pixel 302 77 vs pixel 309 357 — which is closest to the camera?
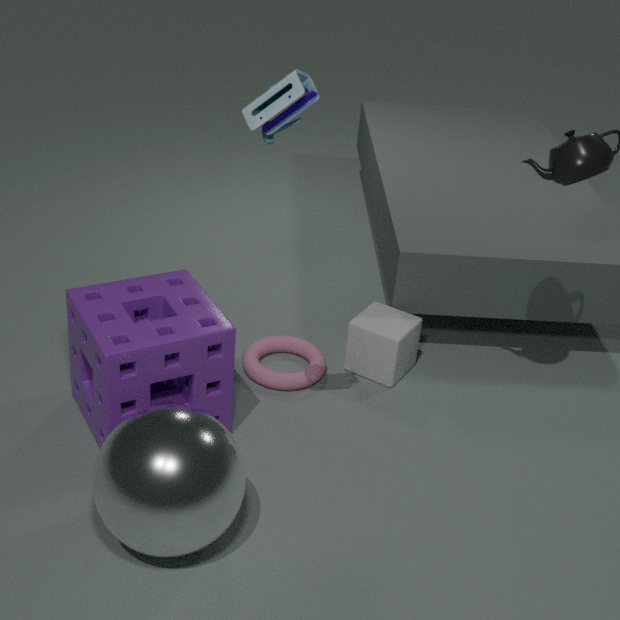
pixel 302 77
